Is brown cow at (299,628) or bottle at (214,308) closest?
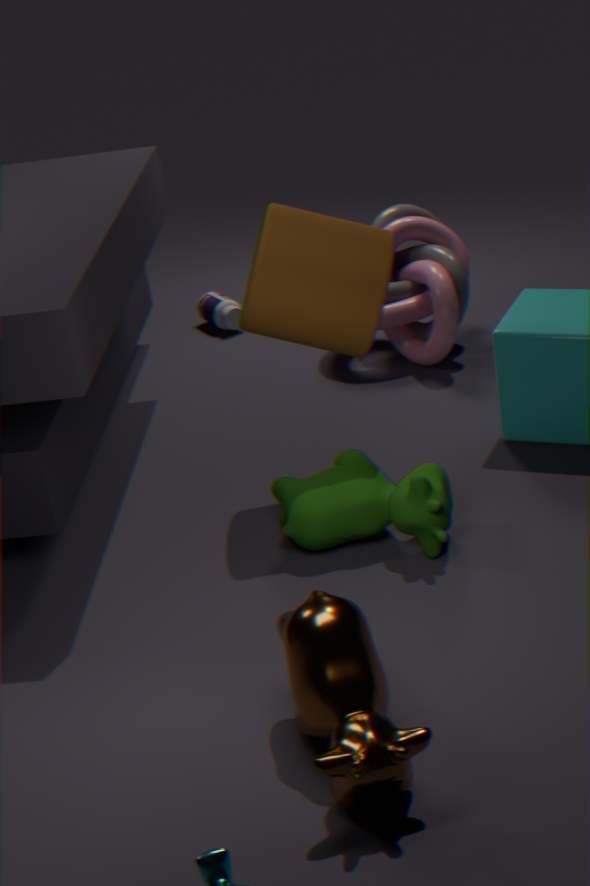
brown cow at (299,628)
